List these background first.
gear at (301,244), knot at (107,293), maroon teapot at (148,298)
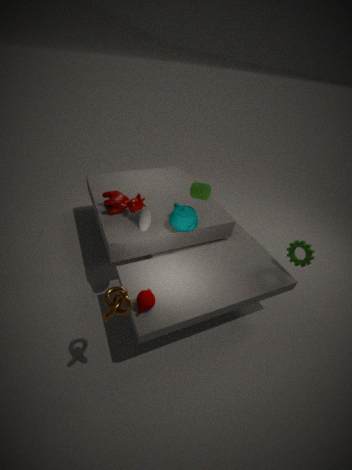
gear at (301,244) → maroon teapot at (148,298) → knot at (107,293)
